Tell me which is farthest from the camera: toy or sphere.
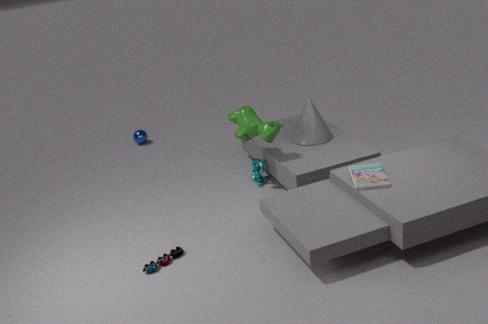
sphere
